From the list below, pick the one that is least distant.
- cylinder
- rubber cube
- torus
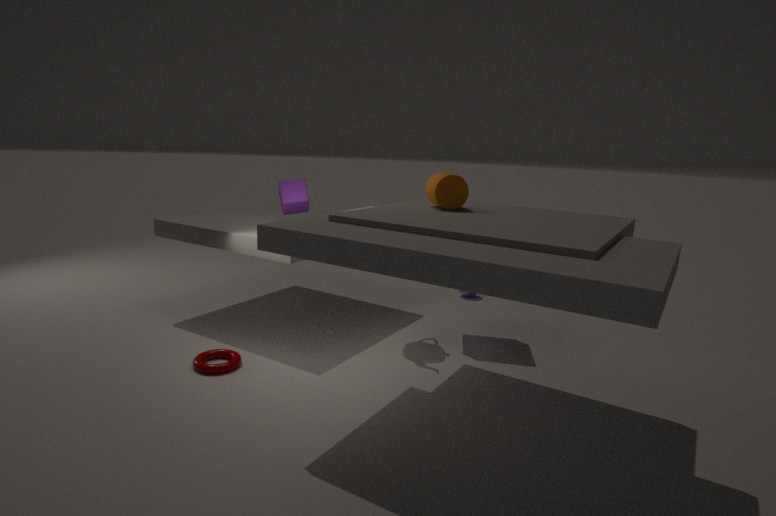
cylinder
